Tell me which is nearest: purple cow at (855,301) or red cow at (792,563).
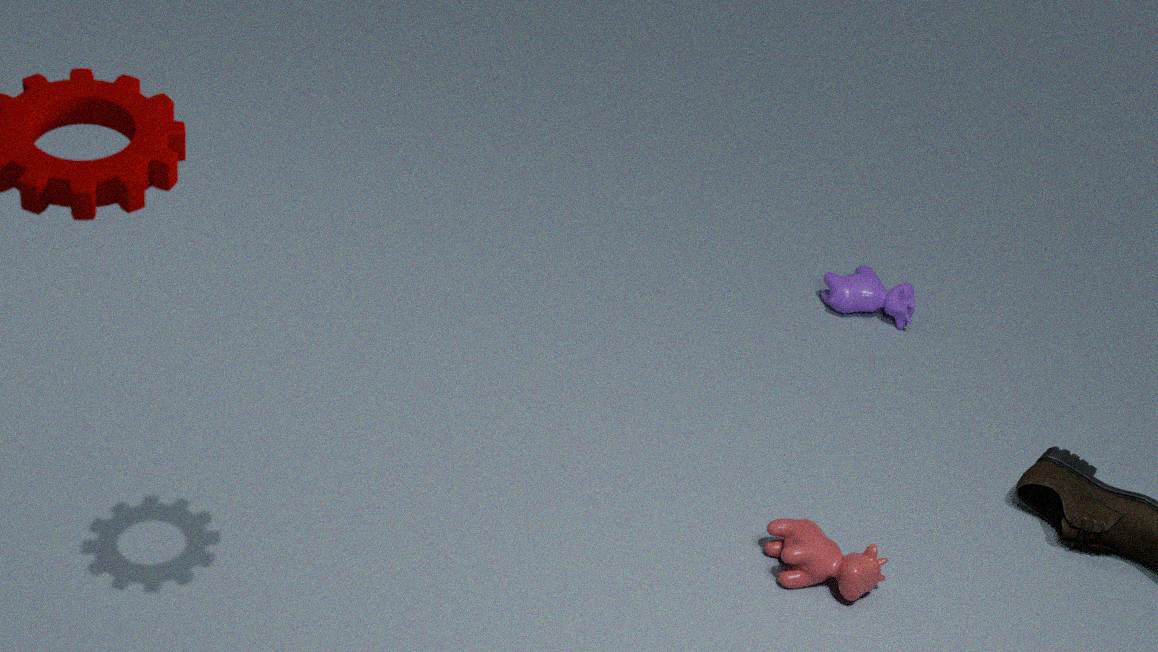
red cow at (792,563)
